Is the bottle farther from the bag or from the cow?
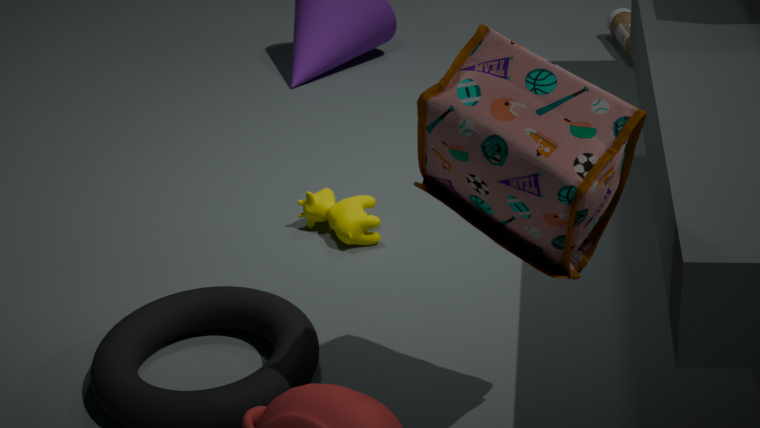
the bag
